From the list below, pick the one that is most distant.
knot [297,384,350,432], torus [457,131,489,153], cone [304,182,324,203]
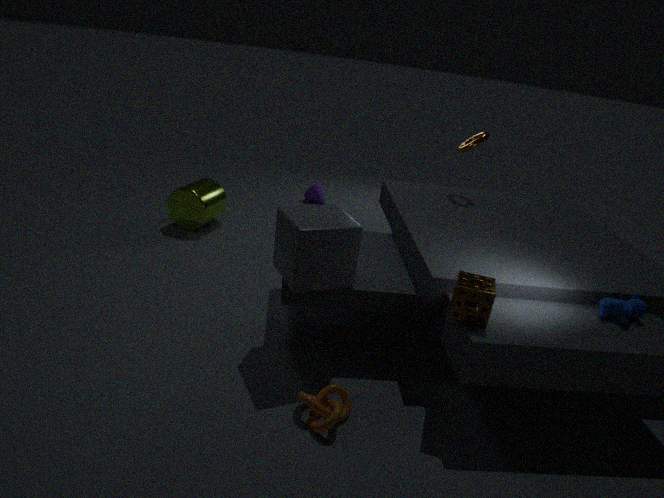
cone [304,182,324,203]
